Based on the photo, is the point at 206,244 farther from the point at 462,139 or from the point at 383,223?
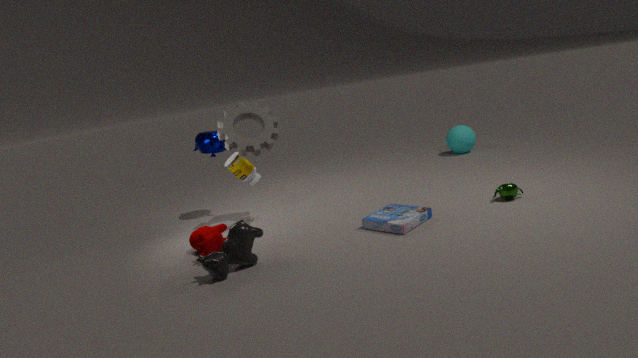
the point at 462,139
